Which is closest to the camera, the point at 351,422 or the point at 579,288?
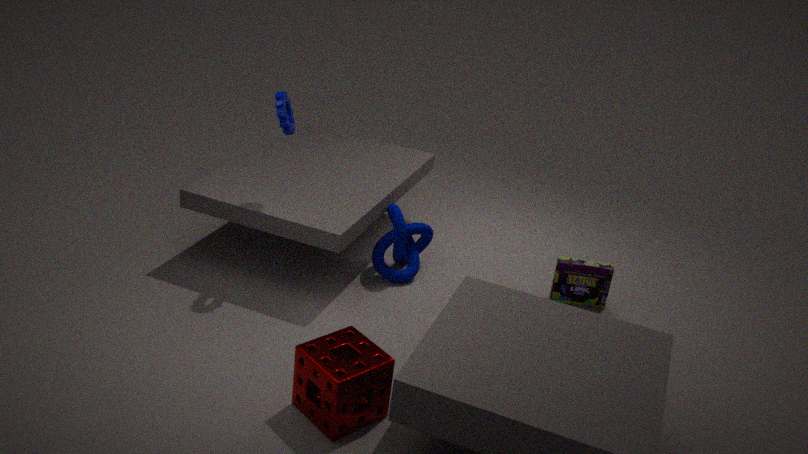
the point at 351,422
